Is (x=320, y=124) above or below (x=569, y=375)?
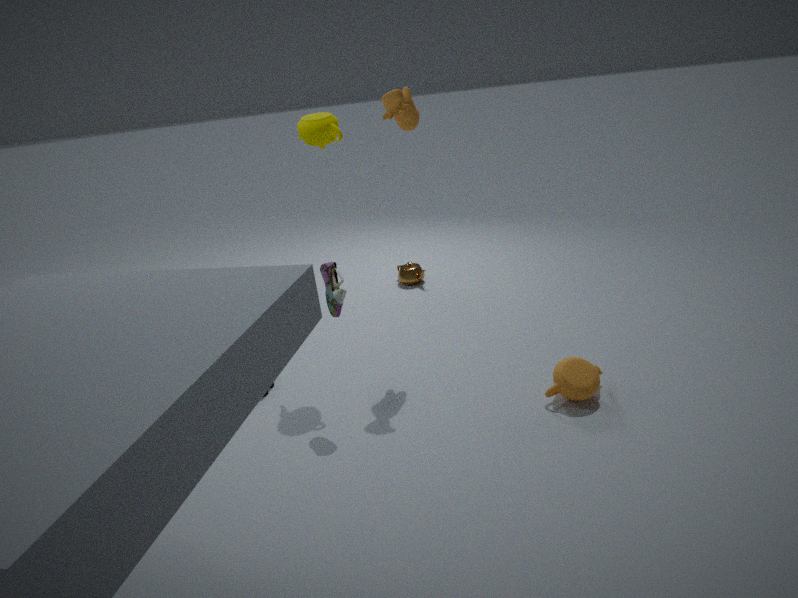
above
